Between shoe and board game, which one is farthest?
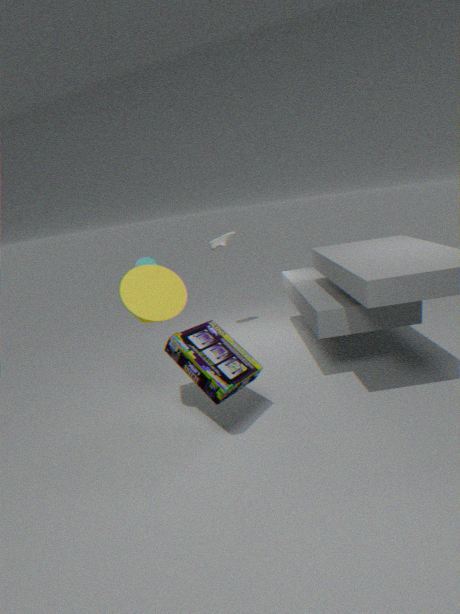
shoe
